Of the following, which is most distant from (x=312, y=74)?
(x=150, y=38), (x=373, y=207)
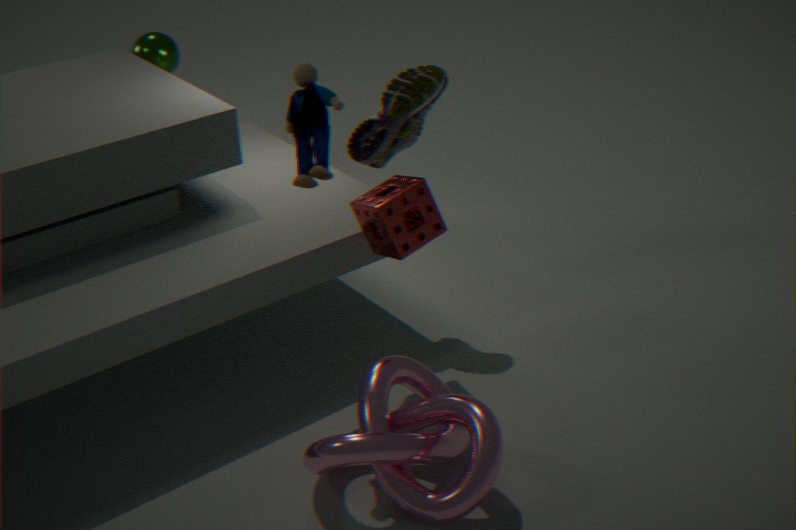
(x=150, y=38)
